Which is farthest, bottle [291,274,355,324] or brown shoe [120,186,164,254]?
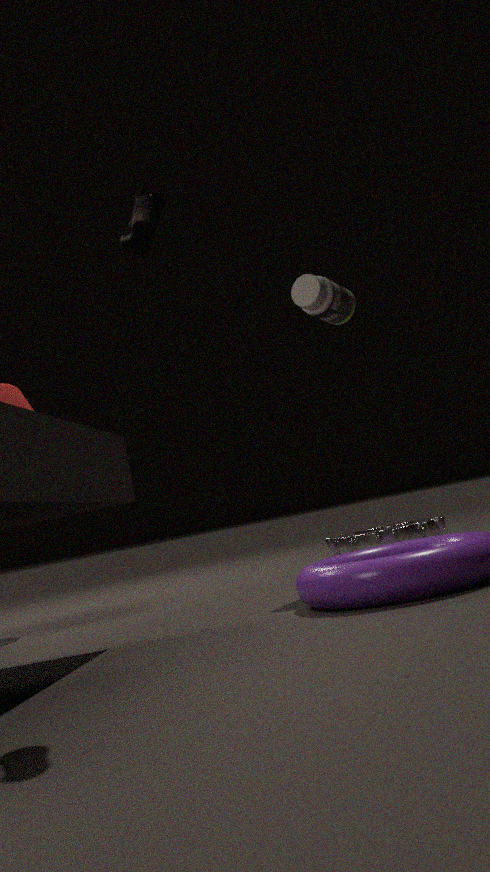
bottle [291,274,355,324]
